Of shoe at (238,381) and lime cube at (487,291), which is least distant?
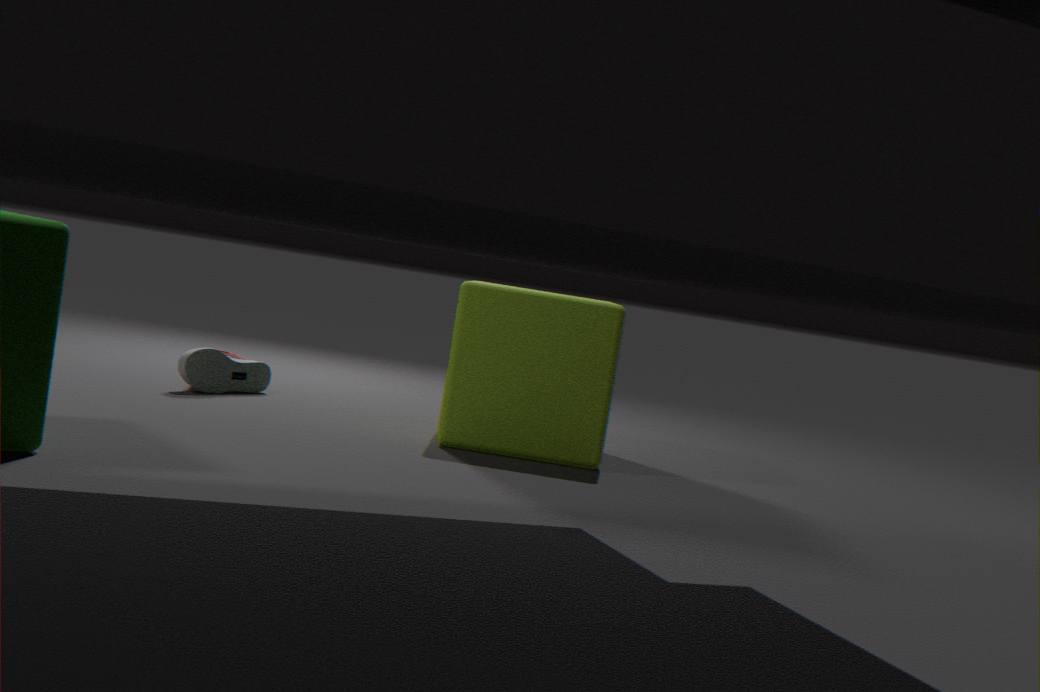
lime cube at (487,291)
